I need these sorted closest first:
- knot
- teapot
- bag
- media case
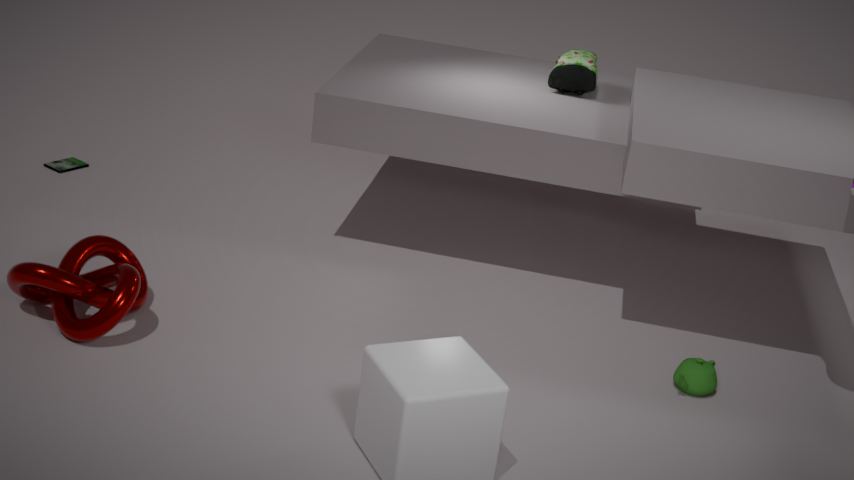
knot → teapot → bag → media case
